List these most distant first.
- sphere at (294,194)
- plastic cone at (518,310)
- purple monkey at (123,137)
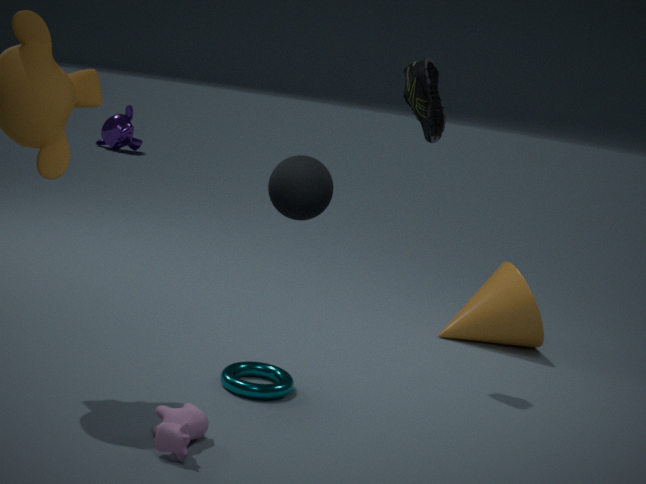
1. purple monkey at (123,137)
2. plastic cone at (518,310)
3. sphere at (294,194)
